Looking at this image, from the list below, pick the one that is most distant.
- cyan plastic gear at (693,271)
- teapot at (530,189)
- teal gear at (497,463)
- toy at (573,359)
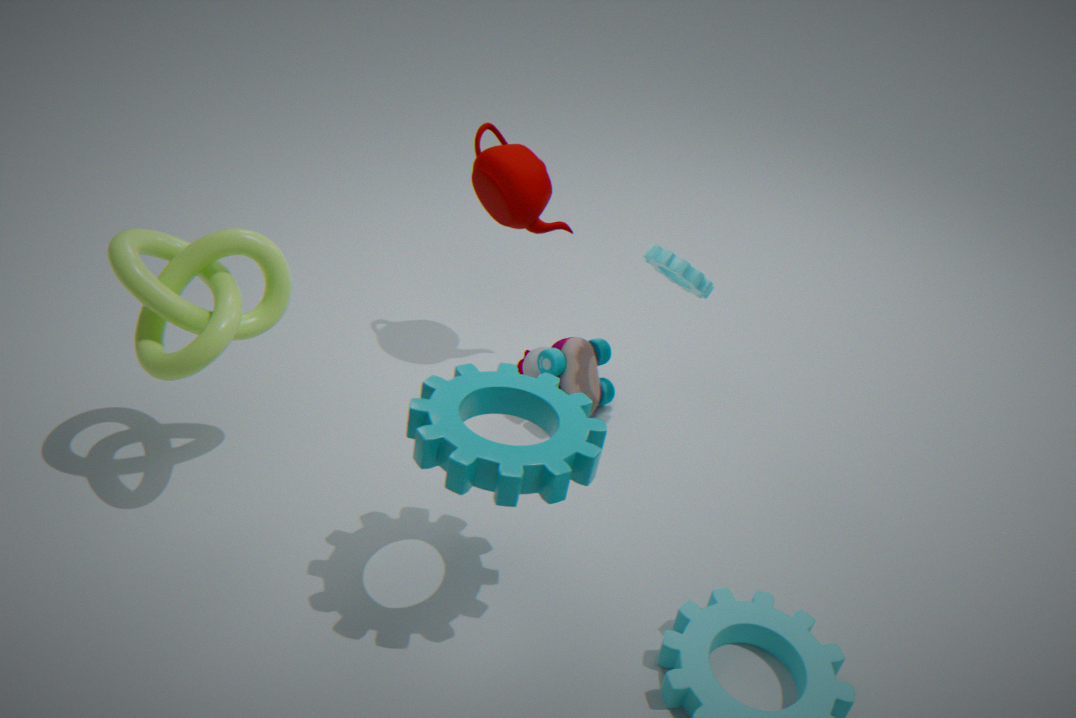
toy at (573,359)
